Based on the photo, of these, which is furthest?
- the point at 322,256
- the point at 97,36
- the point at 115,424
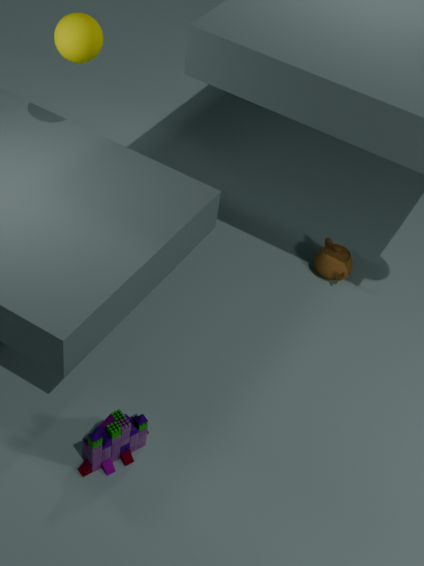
the point at 322,256
